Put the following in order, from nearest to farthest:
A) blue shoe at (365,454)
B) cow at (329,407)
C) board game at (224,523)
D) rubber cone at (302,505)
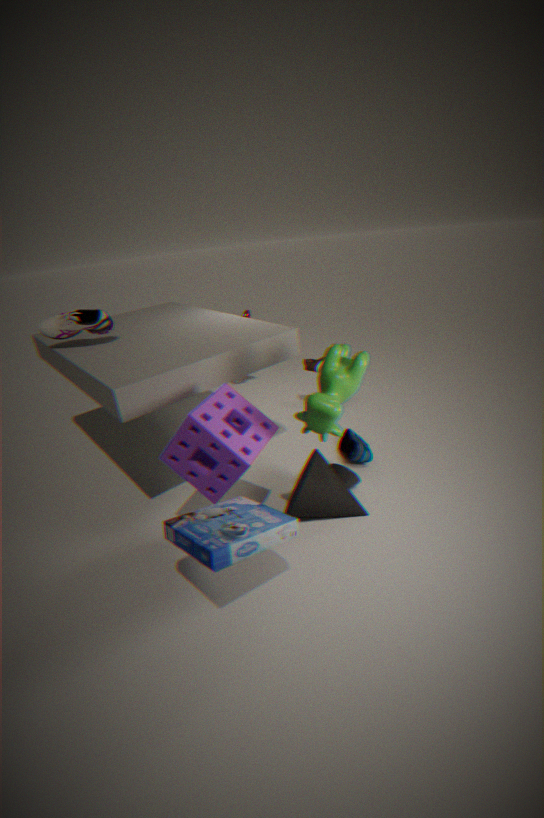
board game at (224,523) → cow at (329,407) → rubber cone at (302,505) → blue shoe at (365,454)
